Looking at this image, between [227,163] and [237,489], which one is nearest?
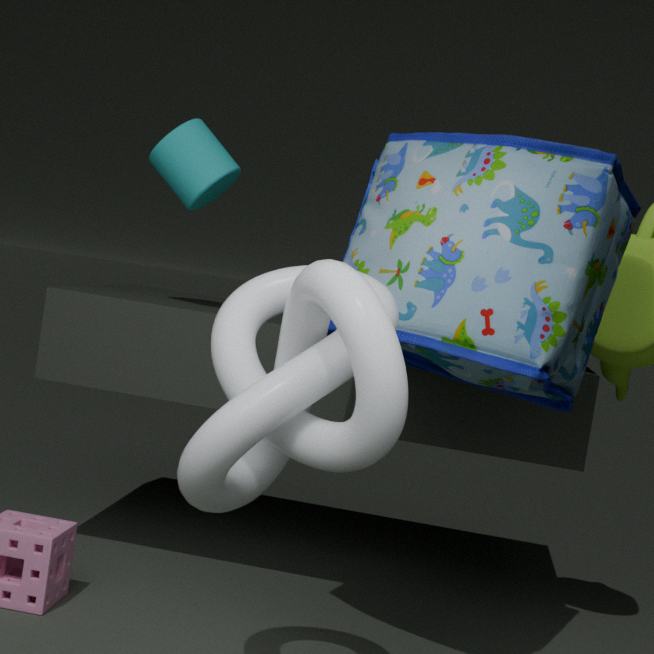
[237,489]
